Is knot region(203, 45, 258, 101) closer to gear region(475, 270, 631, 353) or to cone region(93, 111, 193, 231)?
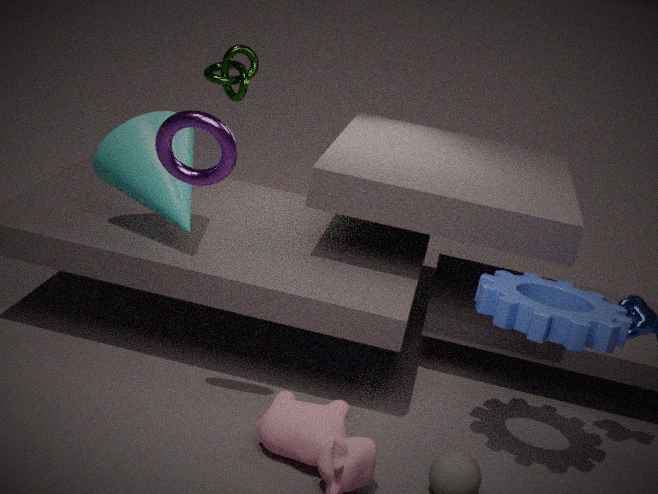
cone region(93, 111, 193, 231)
